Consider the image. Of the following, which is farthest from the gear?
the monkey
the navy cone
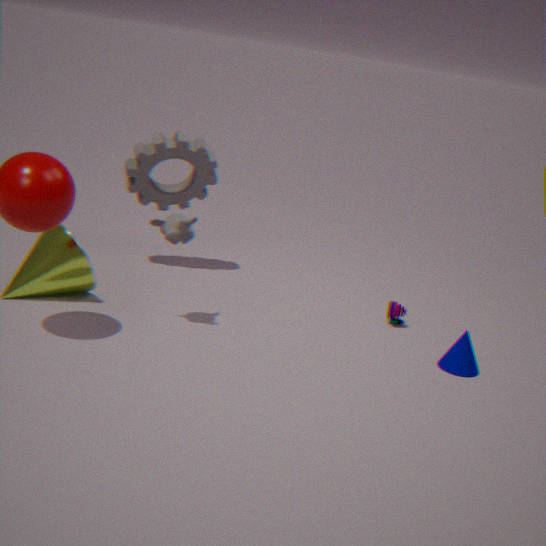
the navy cone
